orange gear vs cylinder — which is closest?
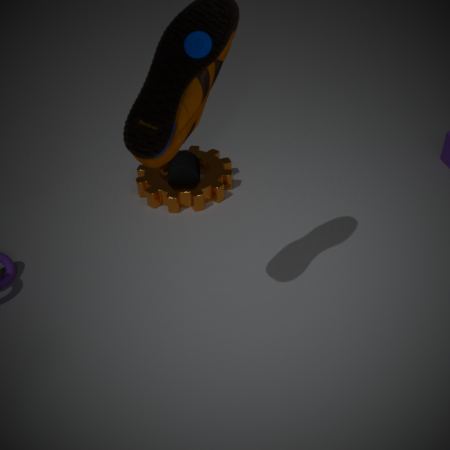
orange gear
